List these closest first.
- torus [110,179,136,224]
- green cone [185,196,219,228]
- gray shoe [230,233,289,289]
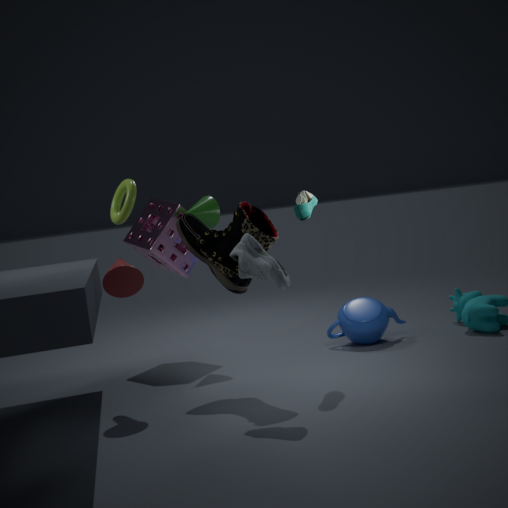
gray shoe [230,233,289,289] < torus [110,179,136,224] < green cone [185,196,219,228]
